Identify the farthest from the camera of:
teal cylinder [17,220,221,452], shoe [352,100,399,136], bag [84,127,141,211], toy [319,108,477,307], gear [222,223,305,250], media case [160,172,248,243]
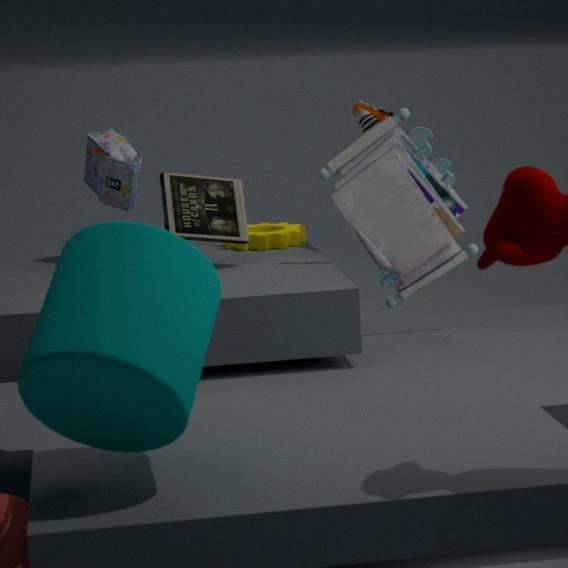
gear [222,223,305,250]
